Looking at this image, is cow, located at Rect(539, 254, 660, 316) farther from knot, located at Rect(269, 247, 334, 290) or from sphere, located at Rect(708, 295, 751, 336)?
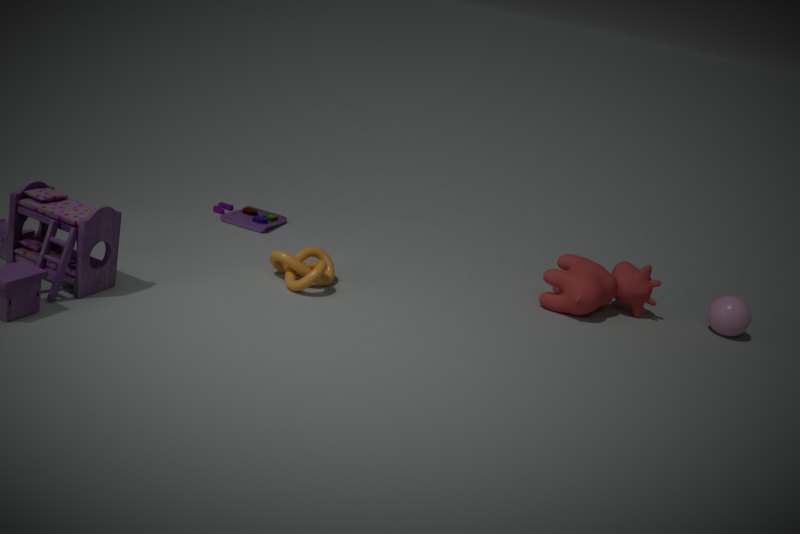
knot, located at Rect(269, 247, 334, 290)
